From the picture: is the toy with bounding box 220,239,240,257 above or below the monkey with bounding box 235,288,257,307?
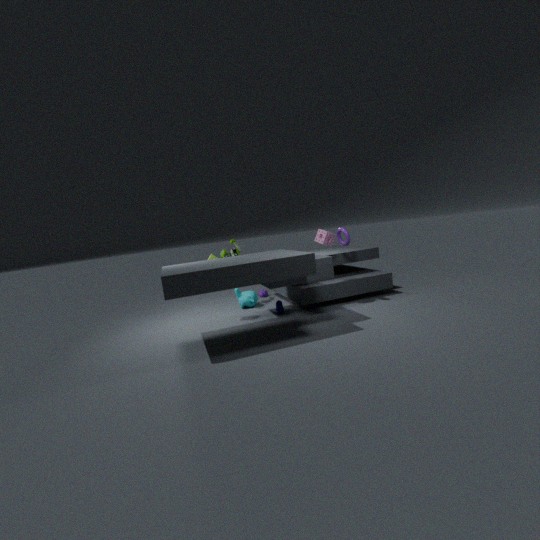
above
